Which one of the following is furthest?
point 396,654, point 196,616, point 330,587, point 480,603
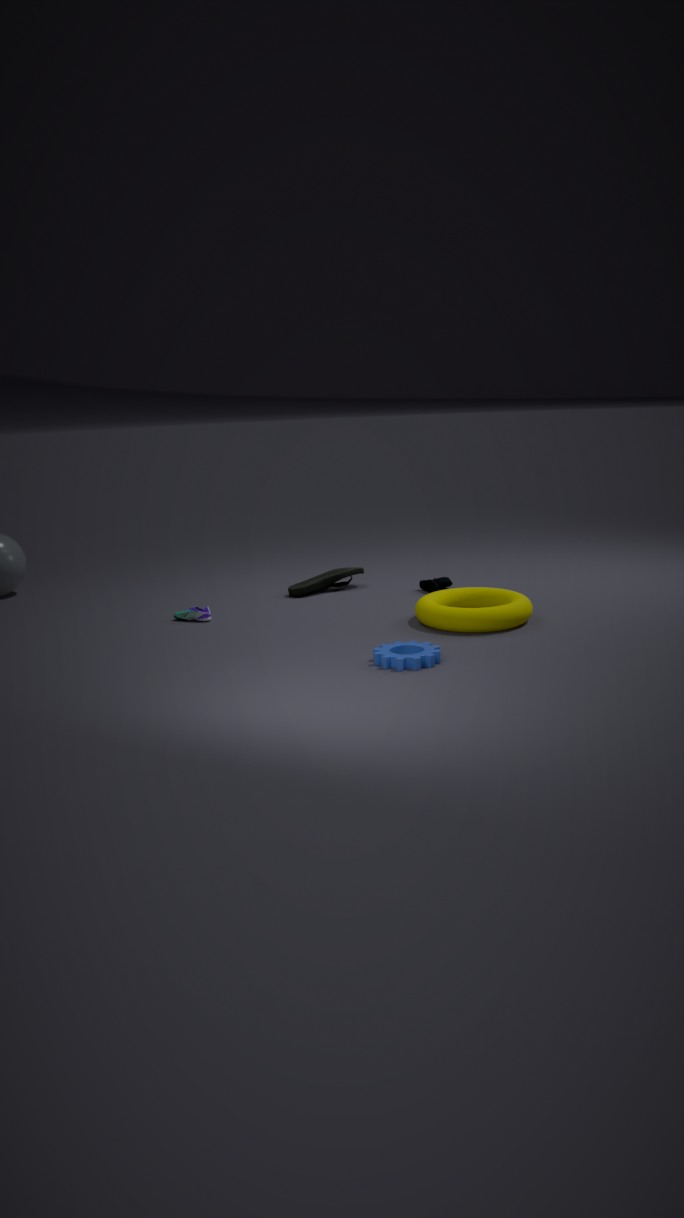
point 330,587
